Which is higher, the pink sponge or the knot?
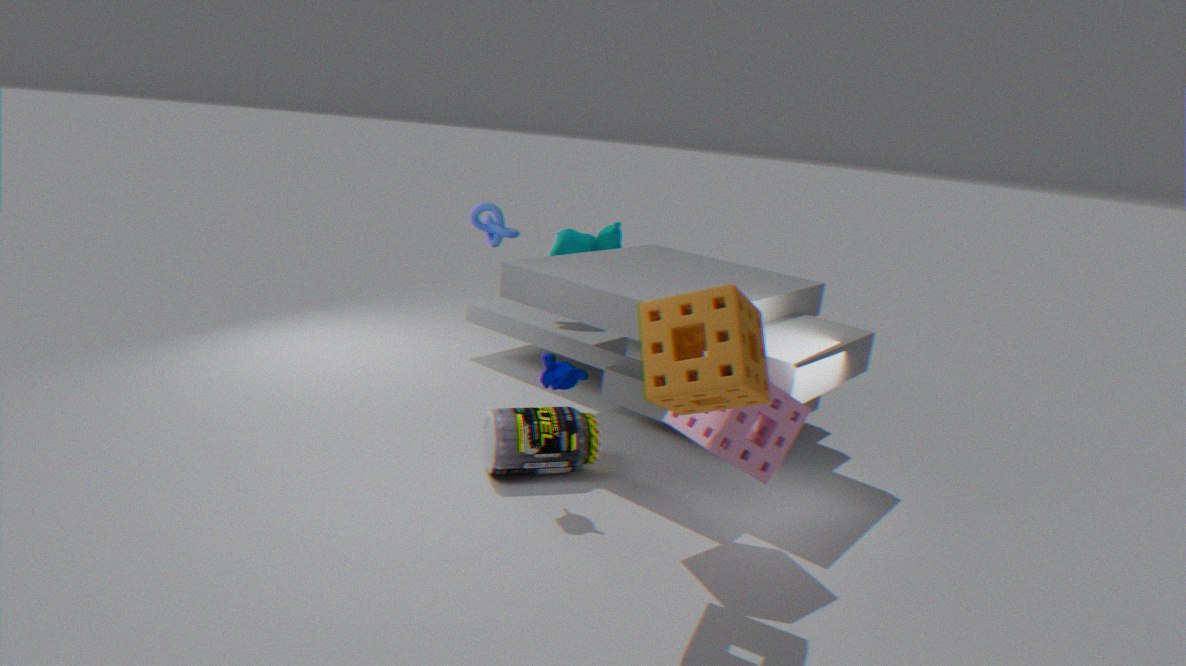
the knot
